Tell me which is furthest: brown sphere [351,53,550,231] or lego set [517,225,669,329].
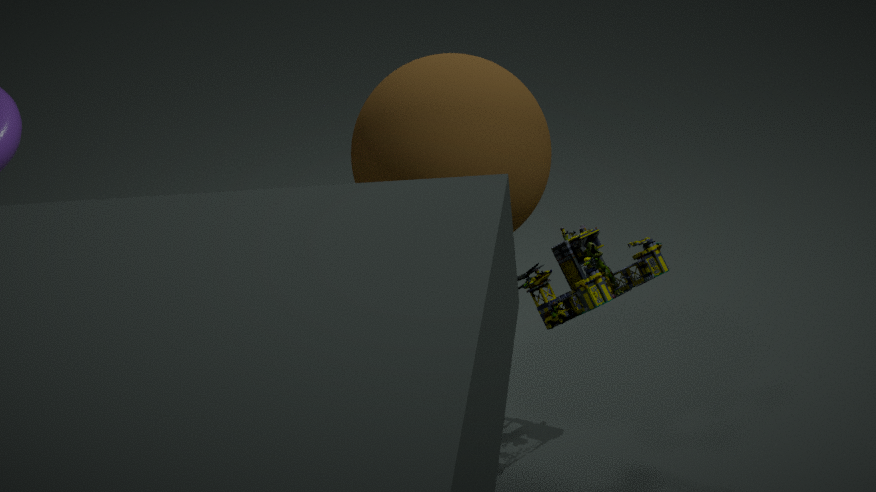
lego set [517,225,669,329]
